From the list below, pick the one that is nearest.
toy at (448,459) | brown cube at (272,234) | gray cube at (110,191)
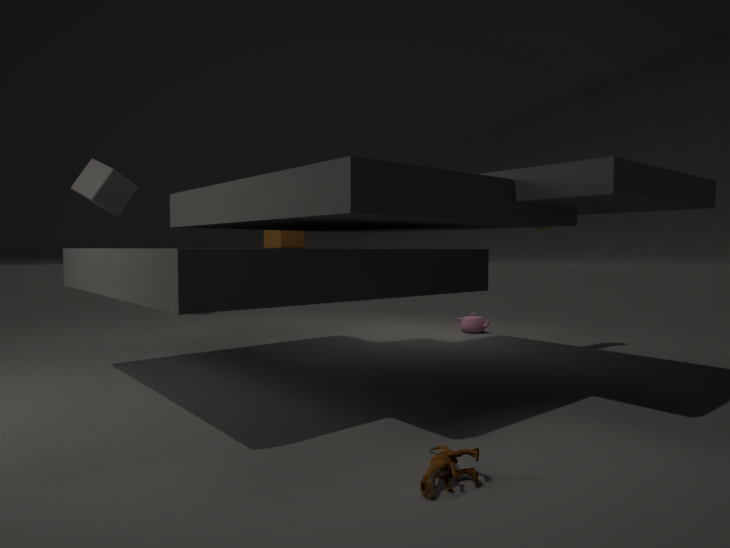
toy at (448,459)
